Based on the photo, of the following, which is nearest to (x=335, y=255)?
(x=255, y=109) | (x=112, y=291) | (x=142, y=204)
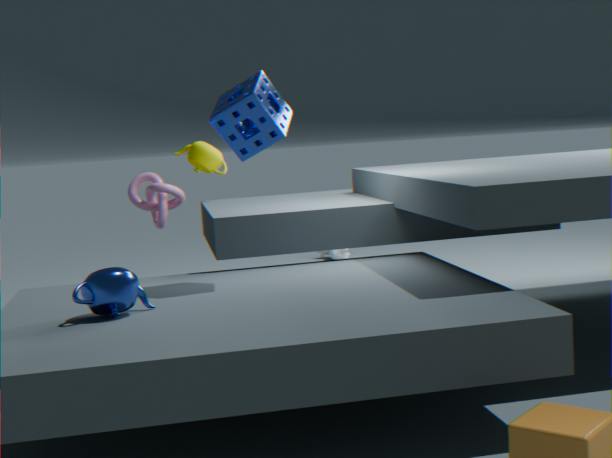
(x=142, y=204)
